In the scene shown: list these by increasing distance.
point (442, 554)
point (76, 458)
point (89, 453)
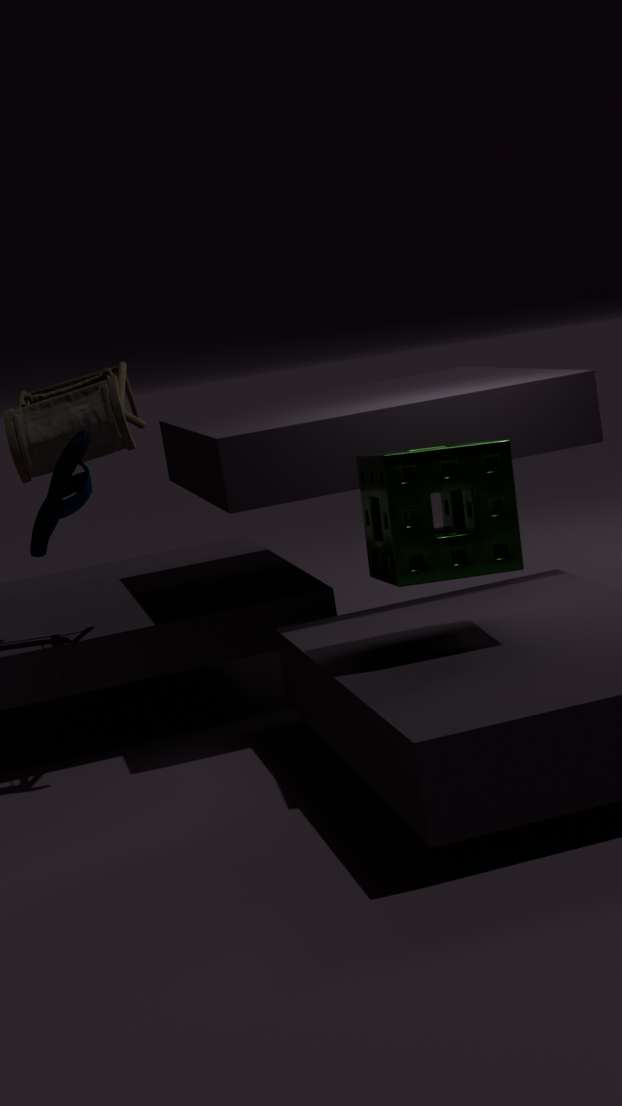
point (76, 458), point (442, 554), point (89, 453)
